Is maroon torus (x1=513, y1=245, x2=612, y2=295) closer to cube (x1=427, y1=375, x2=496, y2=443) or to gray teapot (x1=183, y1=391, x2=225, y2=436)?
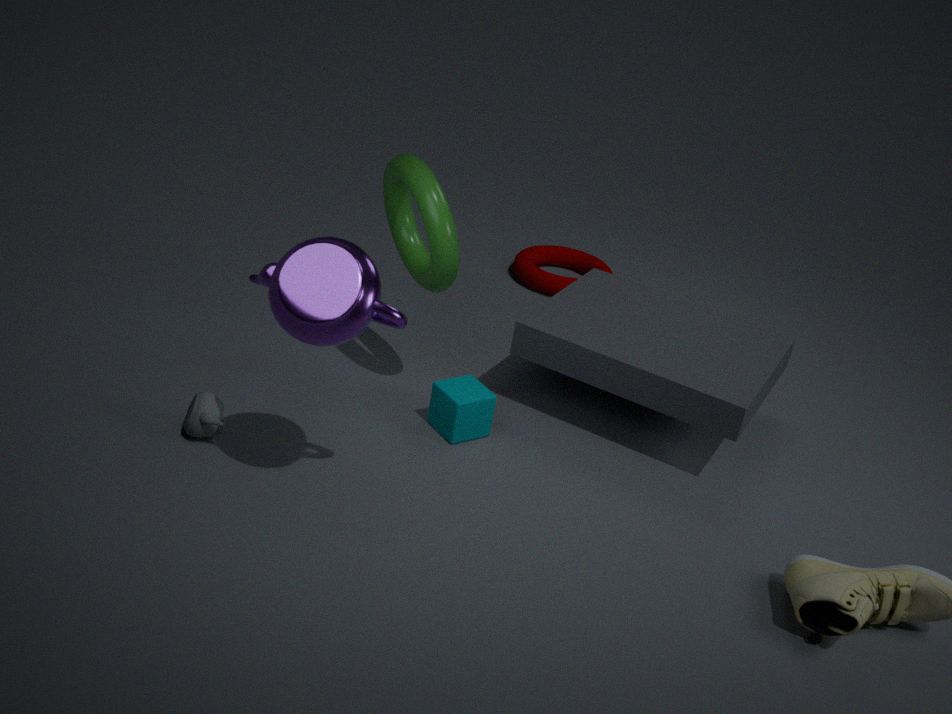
cube (x1=427, y1=375, x2=496, y2=443)
